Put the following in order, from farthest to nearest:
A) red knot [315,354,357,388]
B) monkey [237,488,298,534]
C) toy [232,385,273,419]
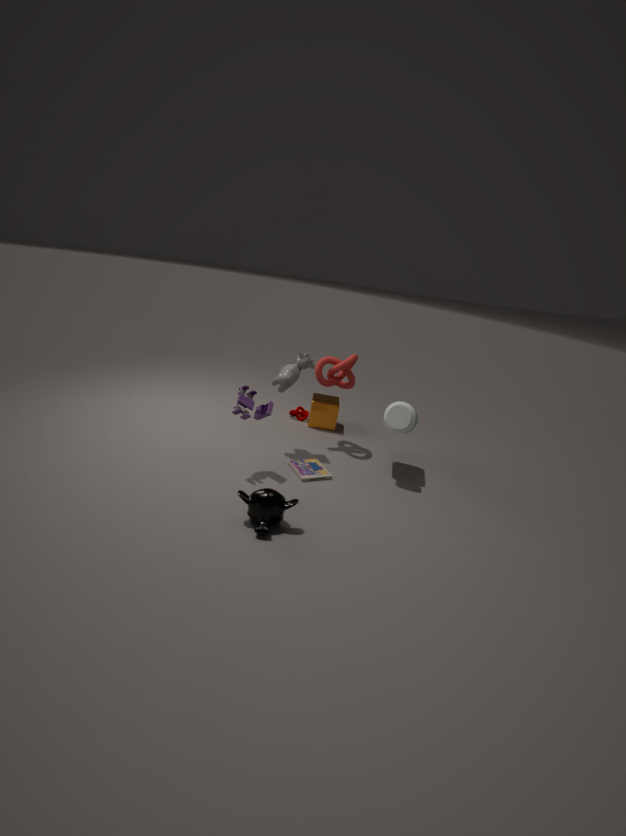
red knot [315,354,357,388] < toy [232,385,273,419] < monkey [237,488,298,534]
